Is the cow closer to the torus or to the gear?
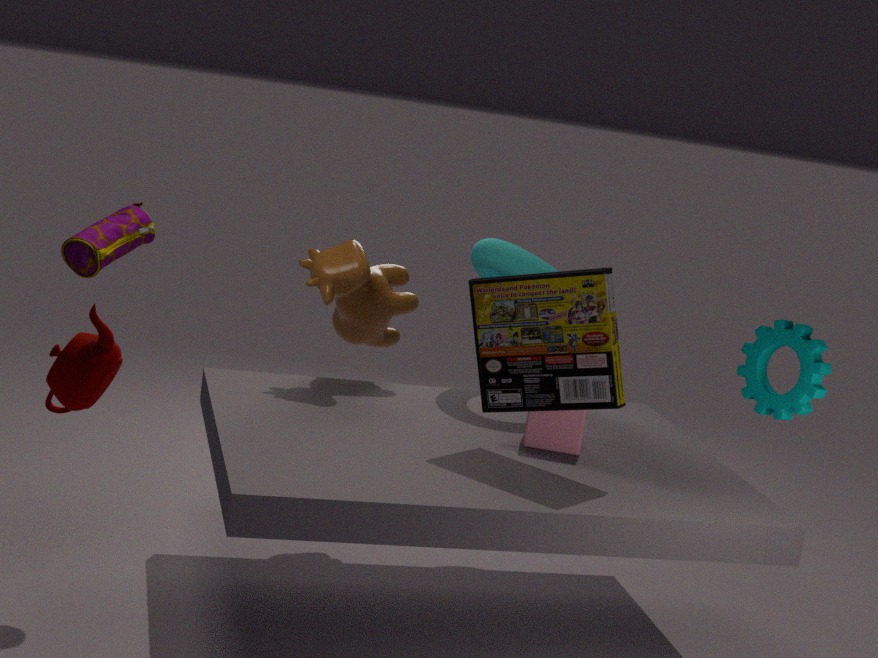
the torus
